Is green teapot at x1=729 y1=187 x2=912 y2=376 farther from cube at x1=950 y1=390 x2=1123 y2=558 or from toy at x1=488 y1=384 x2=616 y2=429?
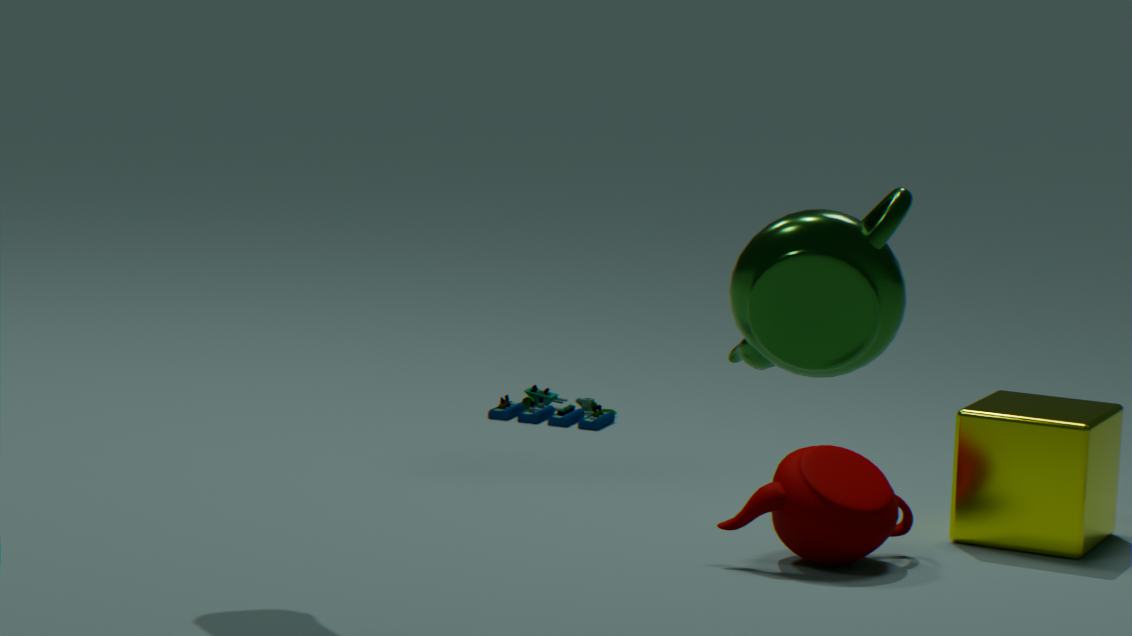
toy at x1=488 y1=384 x2=616 y2=429
